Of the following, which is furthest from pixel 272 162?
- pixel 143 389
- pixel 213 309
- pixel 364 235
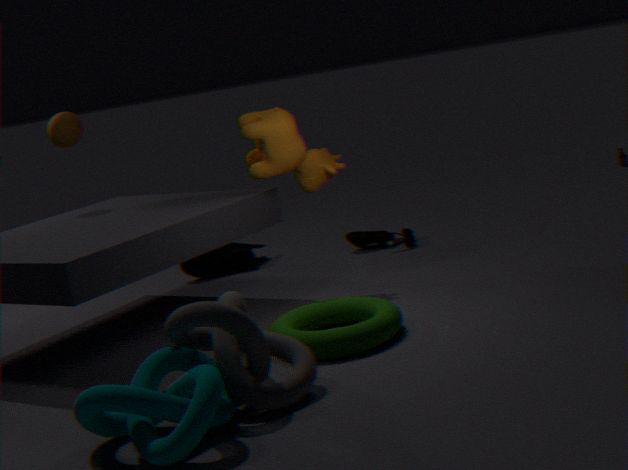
pixel 143 389
